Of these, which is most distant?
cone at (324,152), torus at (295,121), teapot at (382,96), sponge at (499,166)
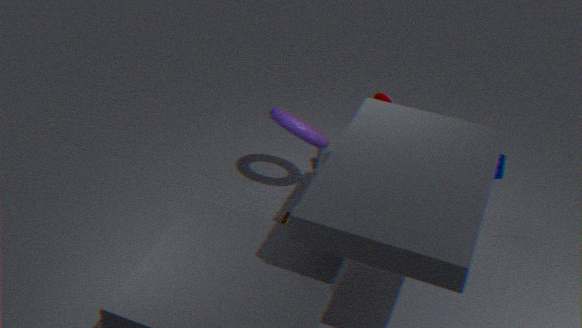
cone at (324,152)
